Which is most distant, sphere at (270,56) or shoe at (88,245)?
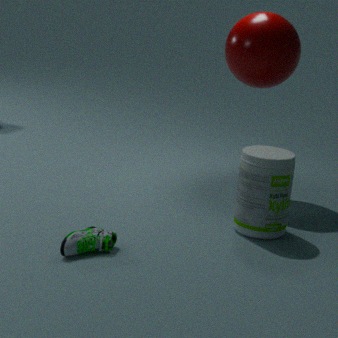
sphere at (270,56)
